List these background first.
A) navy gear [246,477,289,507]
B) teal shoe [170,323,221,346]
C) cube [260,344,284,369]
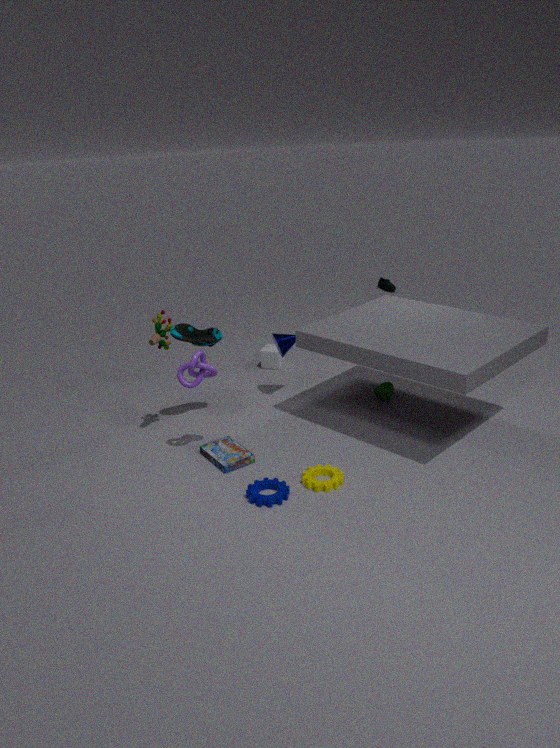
cube [260,344,284,369] < teal shoe [170,323,221,346] < navy gear [246,477,289,507]
